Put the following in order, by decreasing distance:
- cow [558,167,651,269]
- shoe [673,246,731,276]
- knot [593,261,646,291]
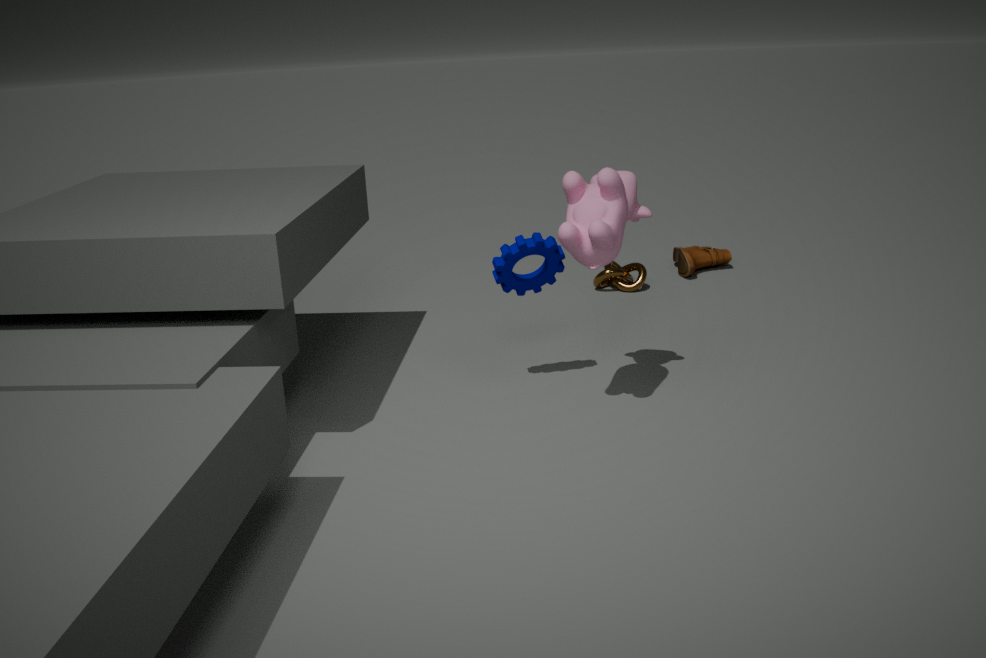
shoe [673,246,731,276] → knot [593,261,646,291] → cow [558,167,651,269]
